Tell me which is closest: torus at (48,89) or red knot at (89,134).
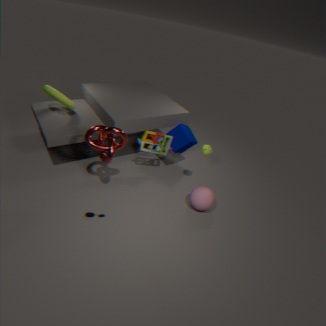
red knot at (89,134)
